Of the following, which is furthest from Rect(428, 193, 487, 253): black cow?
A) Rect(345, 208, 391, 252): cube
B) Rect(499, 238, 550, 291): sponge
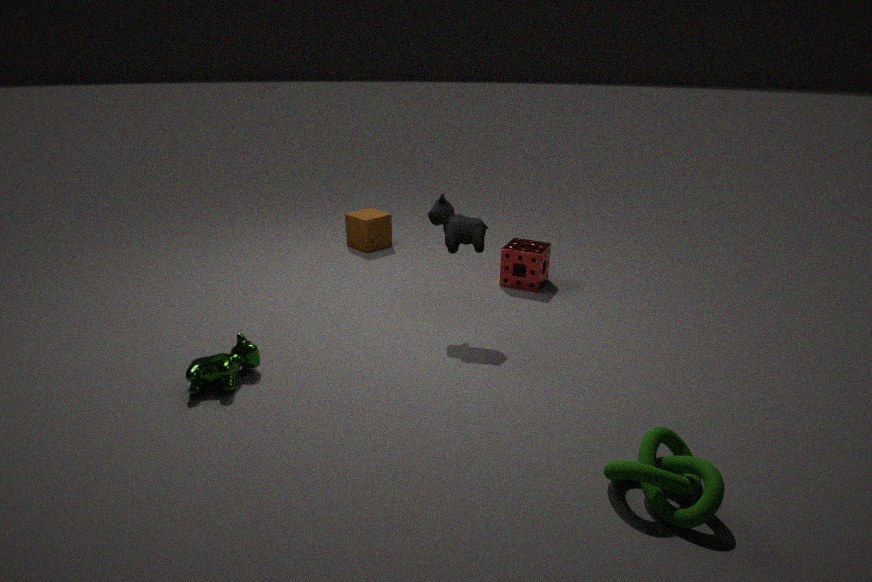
Rect(345, 208, 391, 252): cube
